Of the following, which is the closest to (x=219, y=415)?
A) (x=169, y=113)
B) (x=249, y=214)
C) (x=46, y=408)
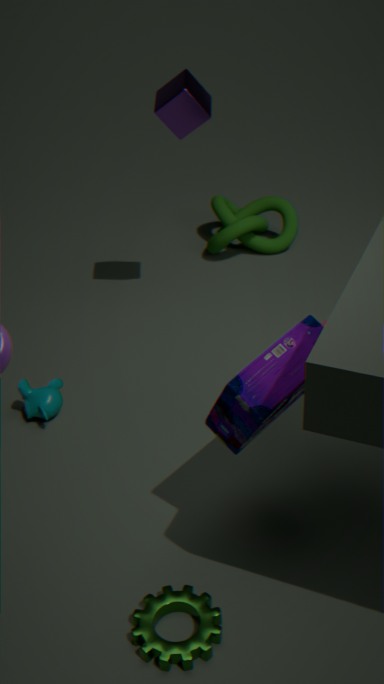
(x=46, y=408)
